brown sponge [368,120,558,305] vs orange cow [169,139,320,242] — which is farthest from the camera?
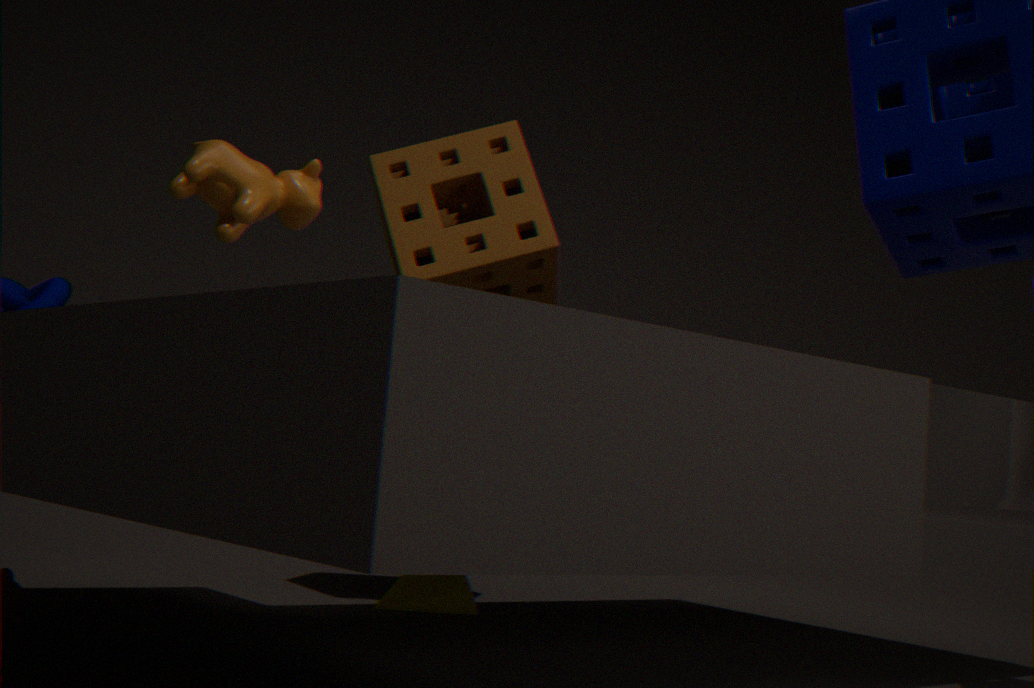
brown sponge [368,120,558,305]
